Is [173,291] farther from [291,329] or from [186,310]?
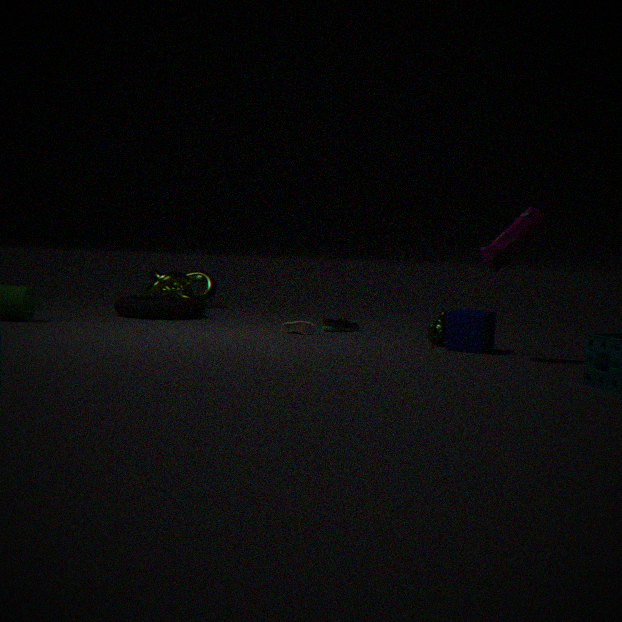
[291,329]
